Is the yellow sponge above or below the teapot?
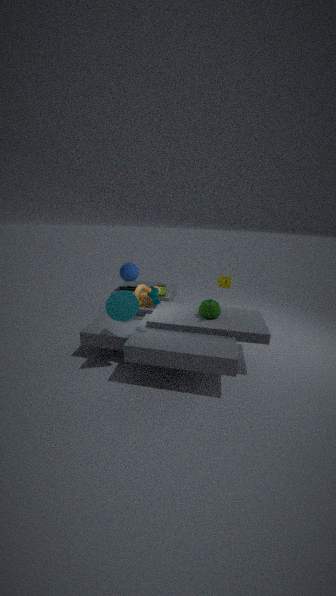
above
